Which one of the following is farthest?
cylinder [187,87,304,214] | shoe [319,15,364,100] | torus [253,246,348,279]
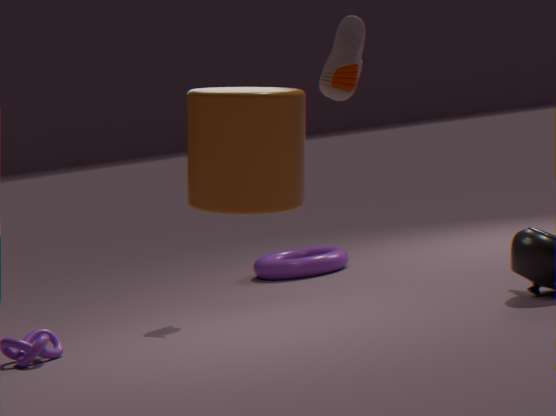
torus [253,246,348,279]
